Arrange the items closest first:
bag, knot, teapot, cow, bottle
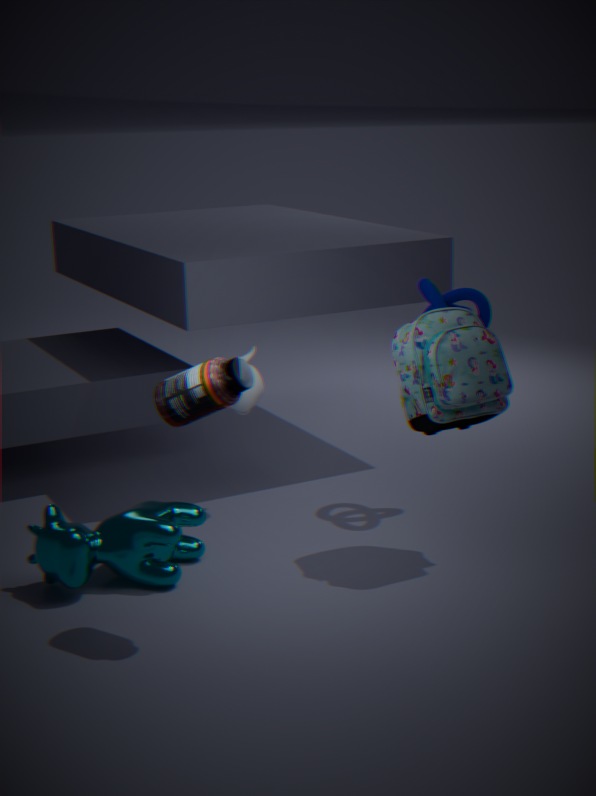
bottle, cow, bag, knot, teapot
